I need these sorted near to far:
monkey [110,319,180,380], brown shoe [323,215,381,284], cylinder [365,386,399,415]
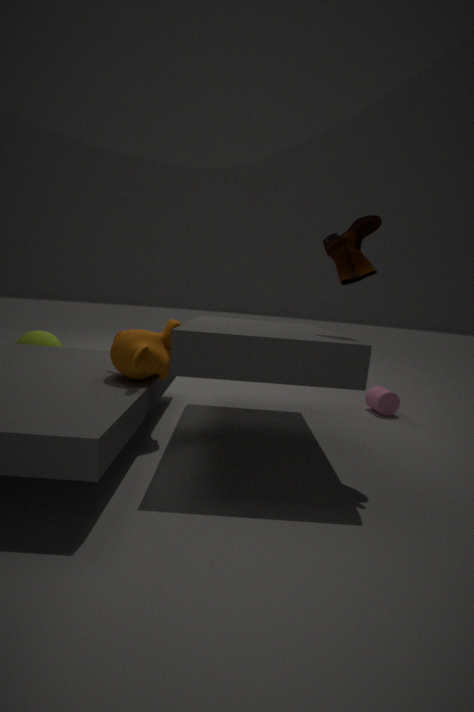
1. brown shoe [323,215,381,284]
2. monkey [110,319,180,380]
3. cylinder [365,386,399,415]
